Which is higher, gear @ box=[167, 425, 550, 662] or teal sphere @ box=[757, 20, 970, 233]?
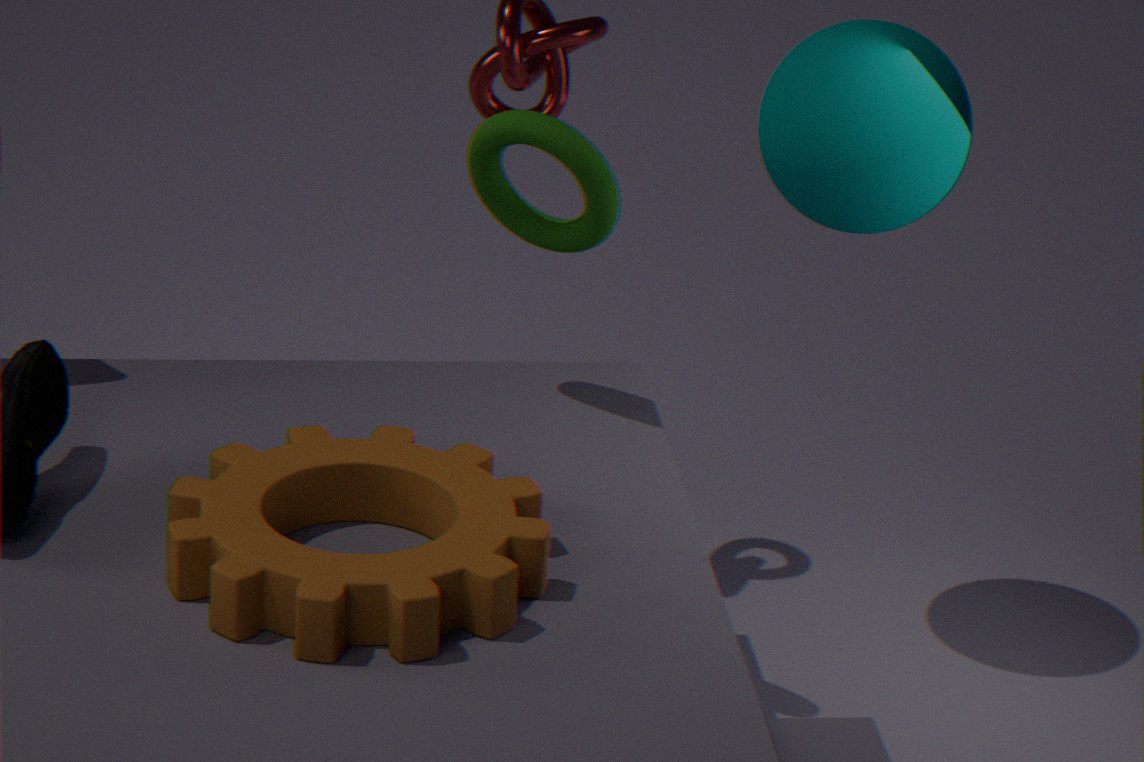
teal sphere @ box=[757, 20, 970, 233]
